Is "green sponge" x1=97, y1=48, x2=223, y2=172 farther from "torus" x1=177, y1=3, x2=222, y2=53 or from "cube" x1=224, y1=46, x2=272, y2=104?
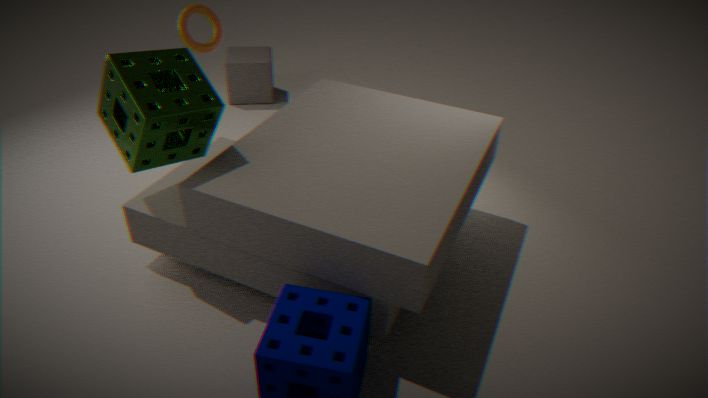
"cube" x1=224, y1=46, x2=272, y2=104
